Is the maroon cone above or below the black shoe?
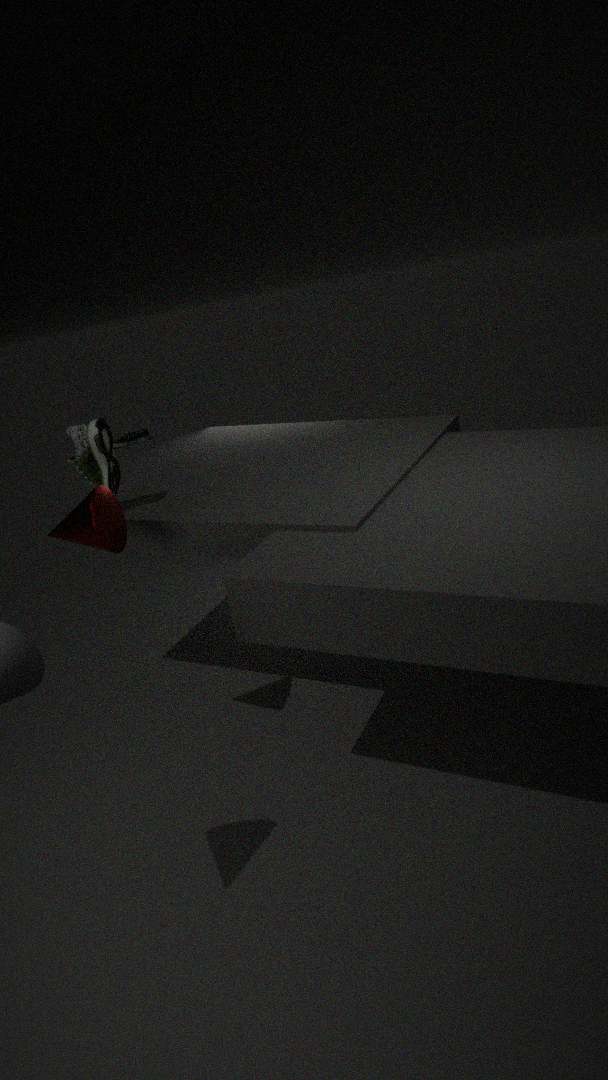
above
